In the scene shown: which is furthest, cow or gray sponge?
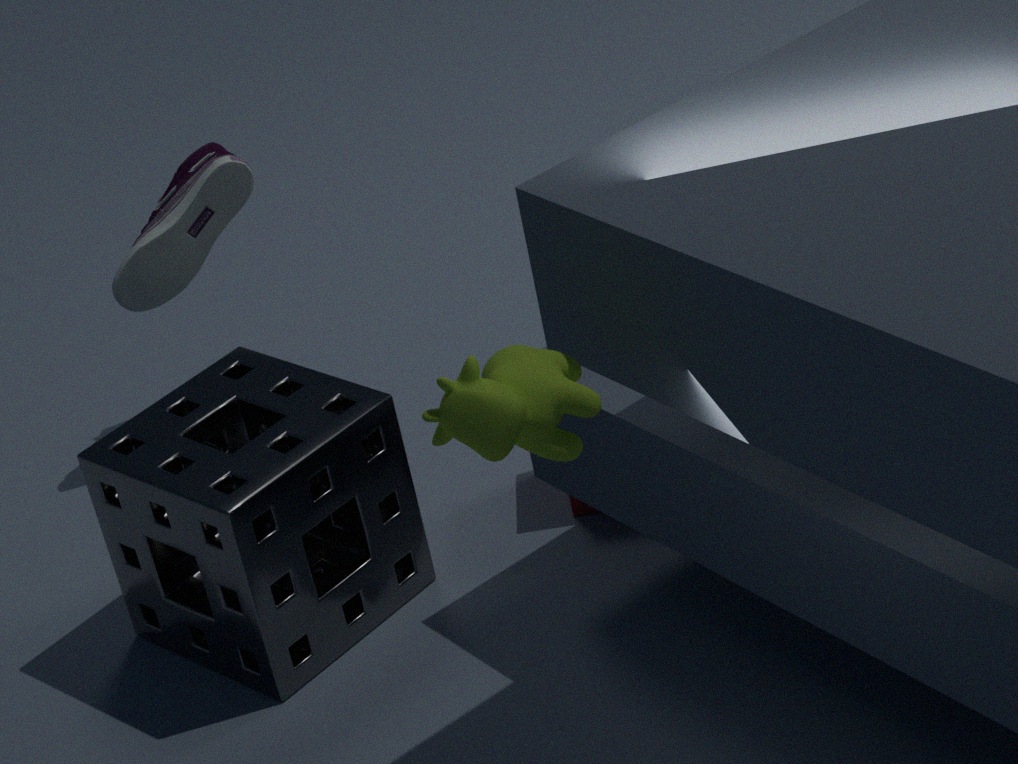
gray sponge
